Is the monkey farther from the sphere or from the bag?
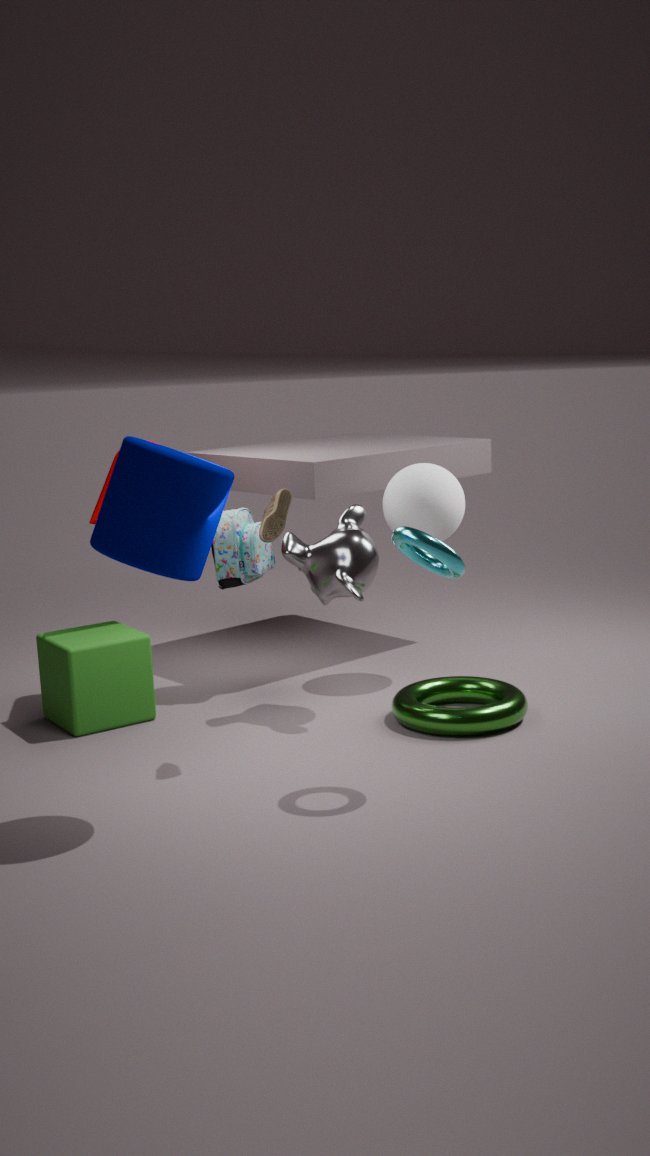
the bag
